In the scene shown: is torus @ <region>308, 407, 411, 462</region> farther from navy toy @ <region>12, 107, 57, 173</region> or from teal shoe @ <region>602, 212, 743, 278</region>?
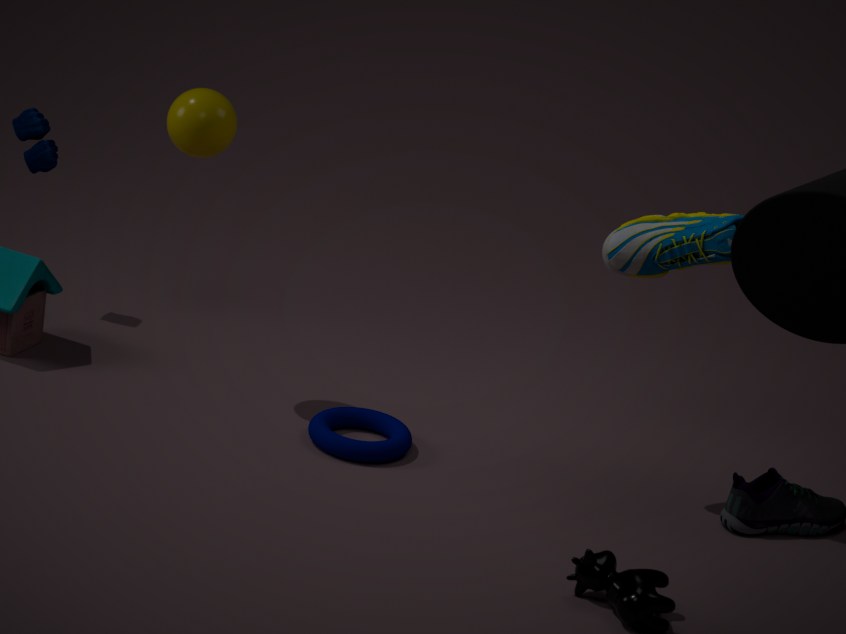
navy toy @ <region>12, 107, 57, 173</region>
